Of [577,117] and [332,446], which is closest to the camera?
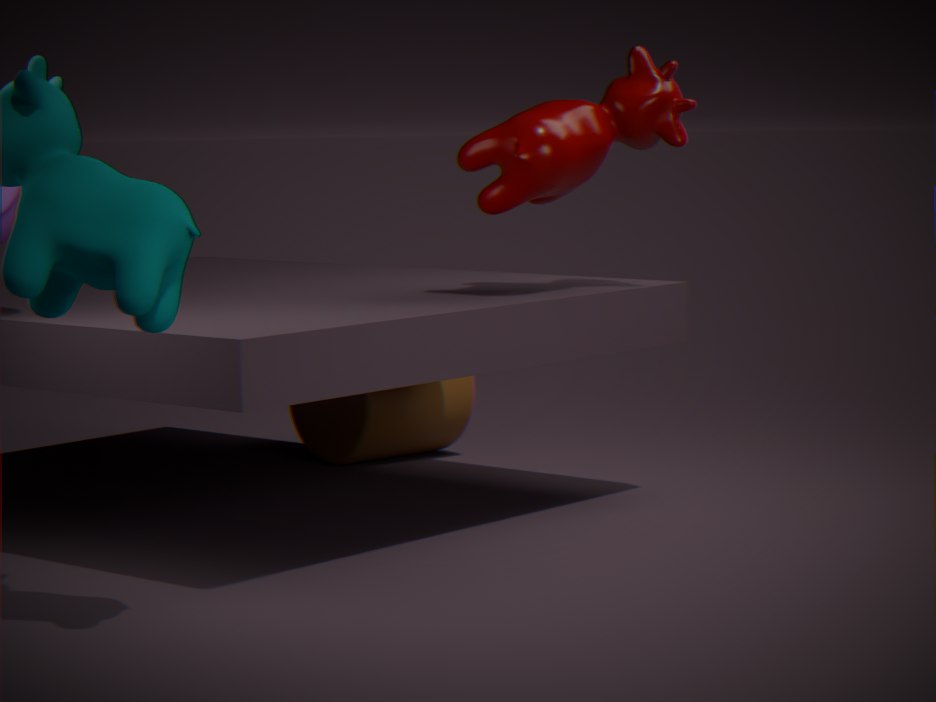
[577,117]
